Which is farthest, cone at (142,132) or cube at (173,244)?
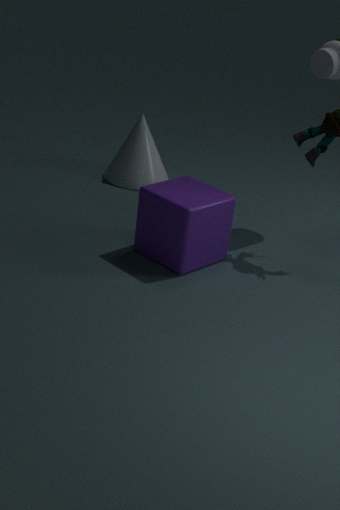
cone at (142,132)
